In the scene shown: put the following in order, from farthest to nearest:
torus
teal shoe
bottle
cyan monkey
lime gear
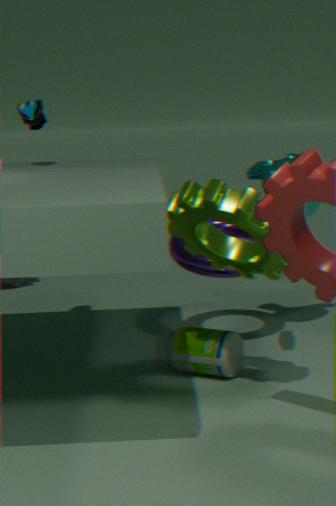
cyan monkey < torus < teal shoe < bottle < lime gear
